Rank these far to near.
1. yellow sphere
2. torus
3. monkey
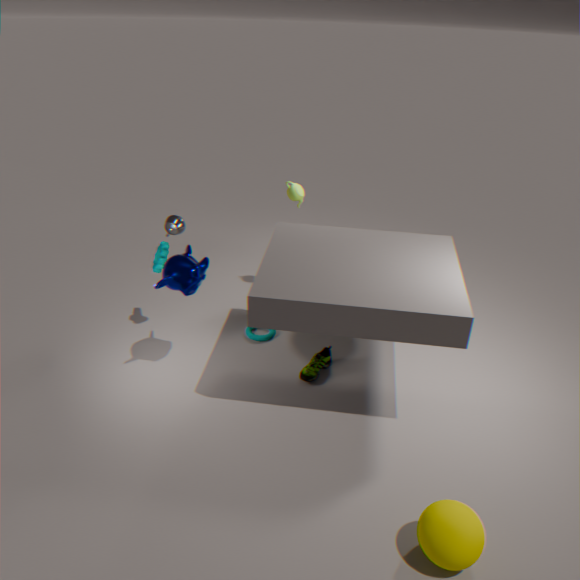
torus, monkey, yellow sphere
